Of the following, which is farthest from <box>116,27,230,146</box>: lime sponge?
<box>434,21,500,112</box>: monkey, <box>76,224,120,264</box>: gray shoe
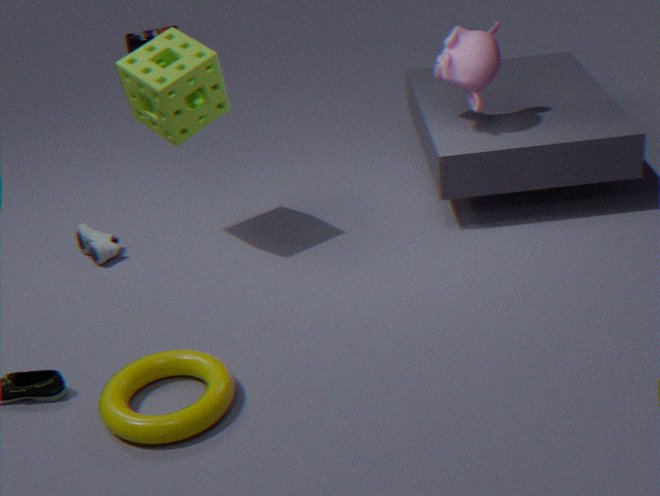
<box>434,21,500,112</box>: monkey
